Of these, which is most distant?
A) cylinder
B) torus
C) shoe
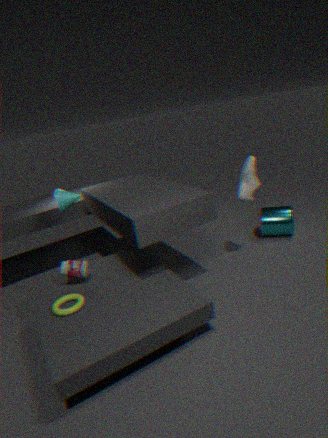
cylinder
